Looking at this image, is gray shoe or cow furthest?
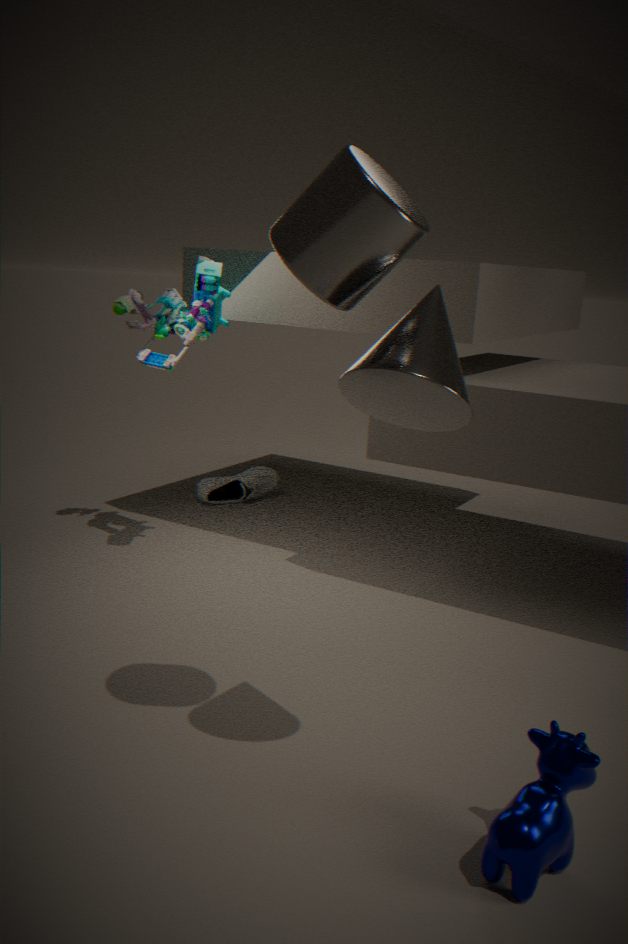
gray shoe
